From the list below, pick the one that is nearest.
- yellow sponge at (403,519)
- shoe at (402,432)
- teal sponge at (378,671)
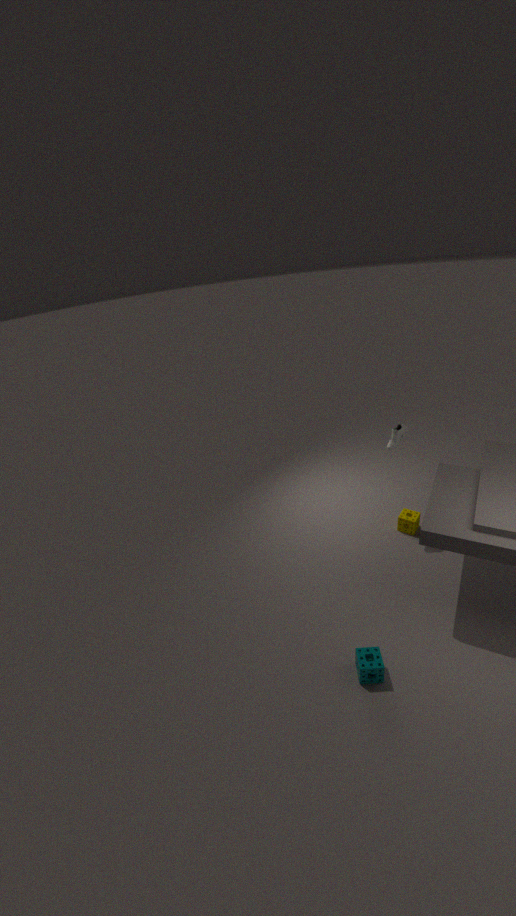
teal sponge at (378,671)
